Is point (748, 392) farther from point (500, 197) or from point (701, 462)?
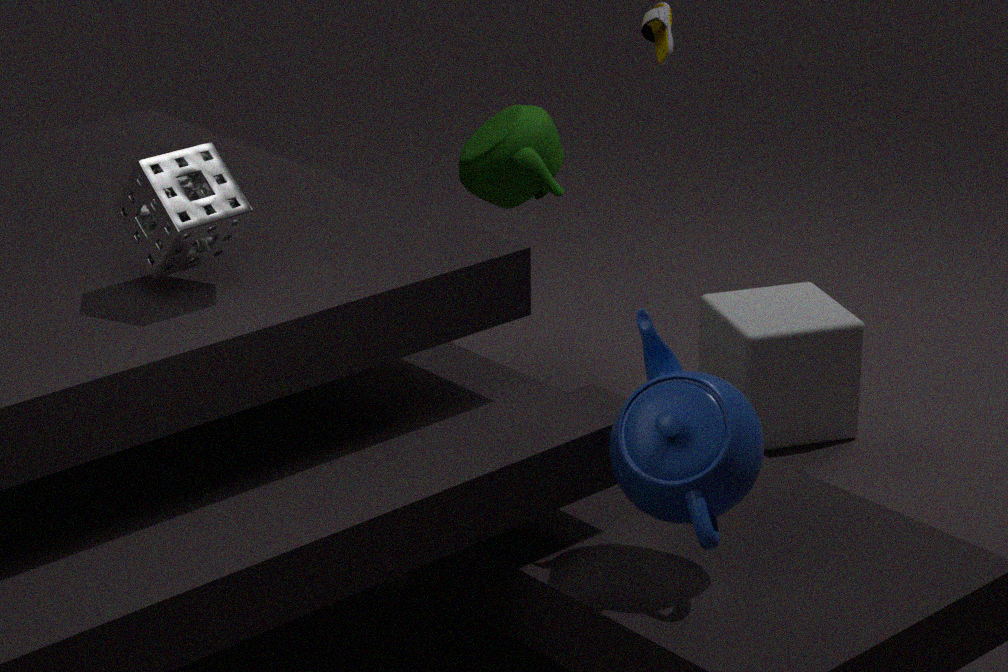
point (701, 462)
